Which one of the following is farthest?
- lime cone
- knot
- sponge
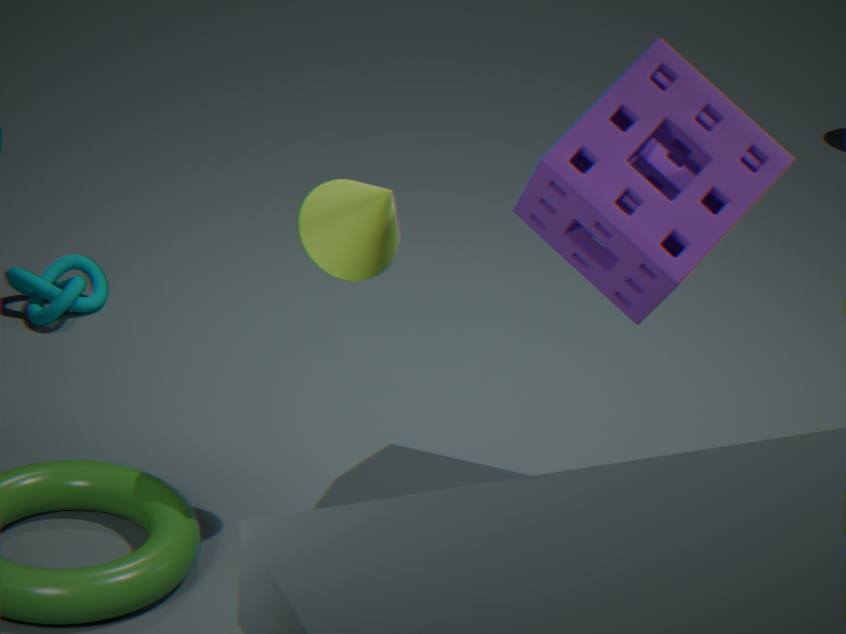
knot
